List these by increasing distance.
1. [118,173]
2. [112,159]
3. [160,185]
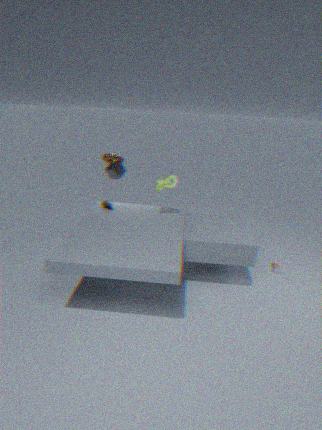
1. [160,185]
2. [112,159]
3. [118,173]
